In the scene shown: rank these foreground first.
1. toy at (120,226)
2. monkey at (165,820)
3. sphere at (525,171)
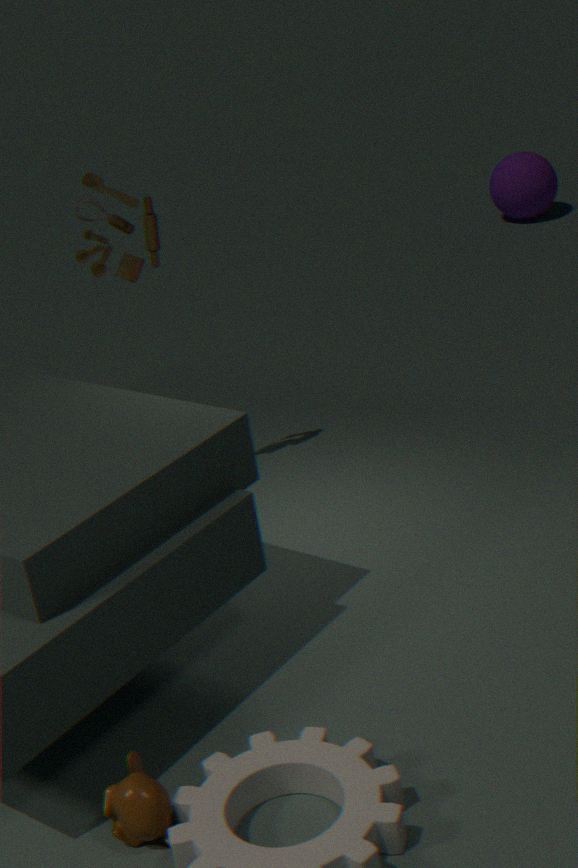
monkey at (165,820), toy at (120,226), sphere at (525,171)
